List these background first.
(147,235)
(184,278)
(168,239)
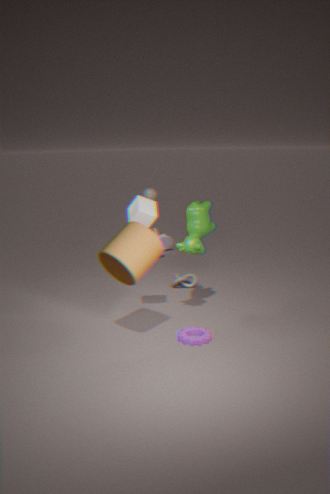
(168,239), (184,278), (147,235)
